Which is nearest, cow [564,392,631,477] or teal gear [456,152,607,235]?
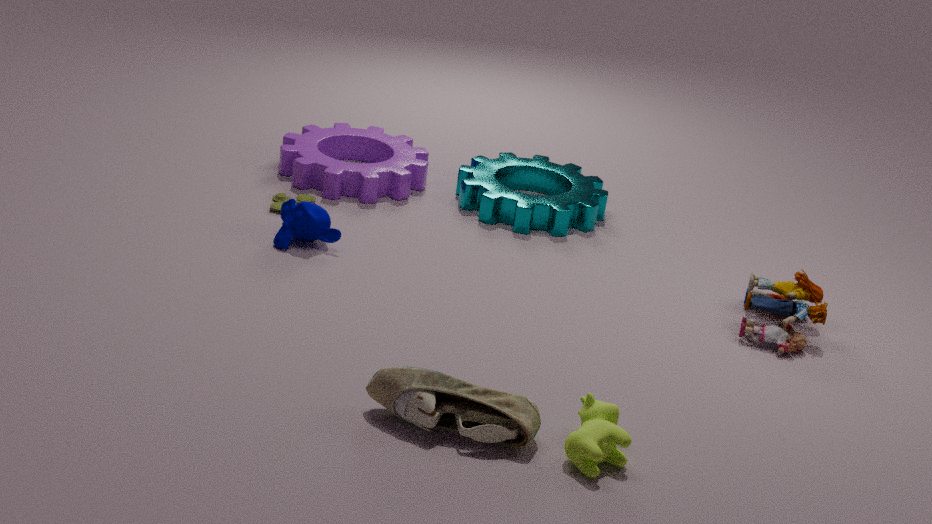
cow [564,392,631,477]
